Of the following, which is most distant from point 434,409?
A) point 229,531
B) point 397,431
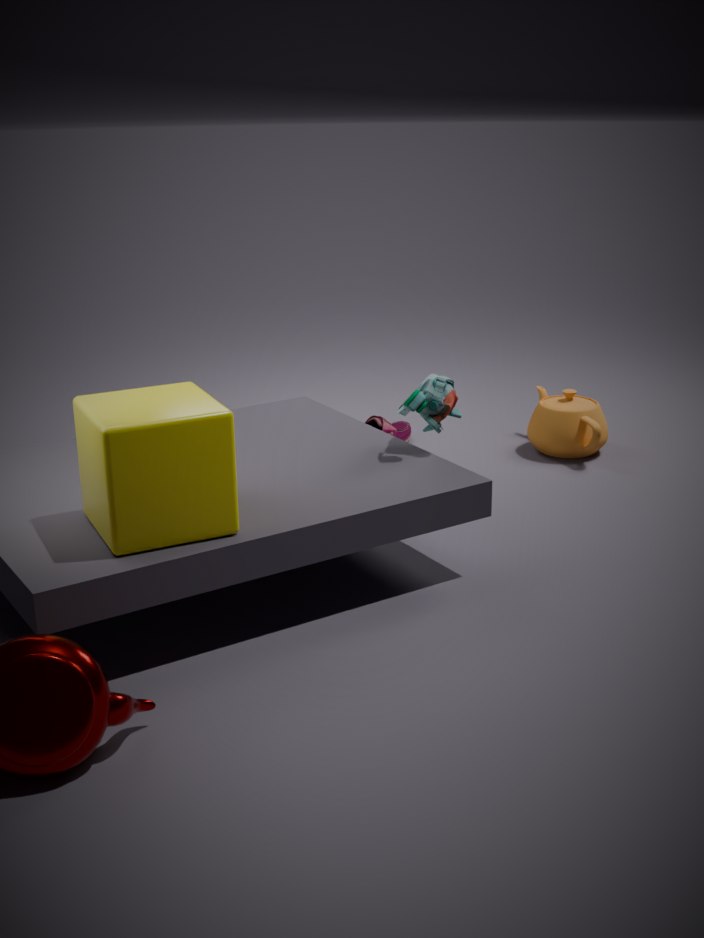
point 229,531
